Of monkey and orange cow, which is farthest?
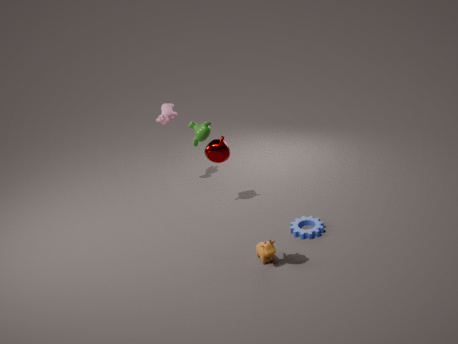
monkey
